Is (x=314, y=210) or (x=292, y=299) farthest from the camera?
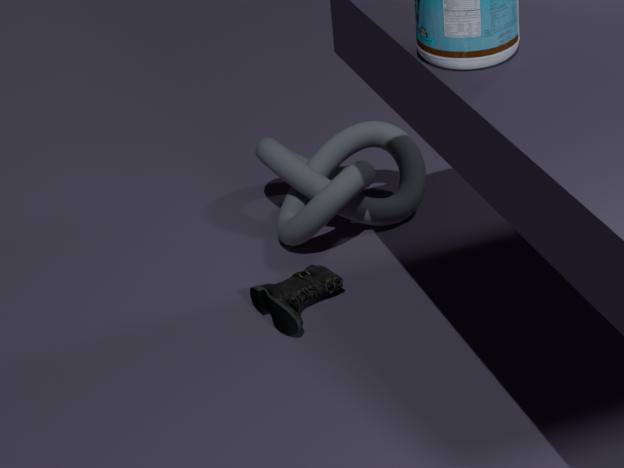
(x=314, y=210)
